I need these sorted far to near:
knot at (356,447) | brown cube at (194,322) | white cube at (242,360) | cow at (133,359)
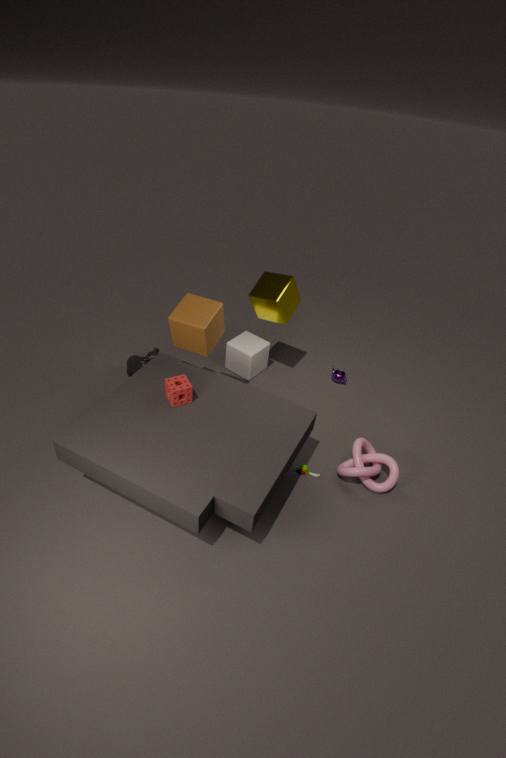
white cube at (242,360) < cow at (133,359) < knot at (356,447) < brown cube at (194,322)
